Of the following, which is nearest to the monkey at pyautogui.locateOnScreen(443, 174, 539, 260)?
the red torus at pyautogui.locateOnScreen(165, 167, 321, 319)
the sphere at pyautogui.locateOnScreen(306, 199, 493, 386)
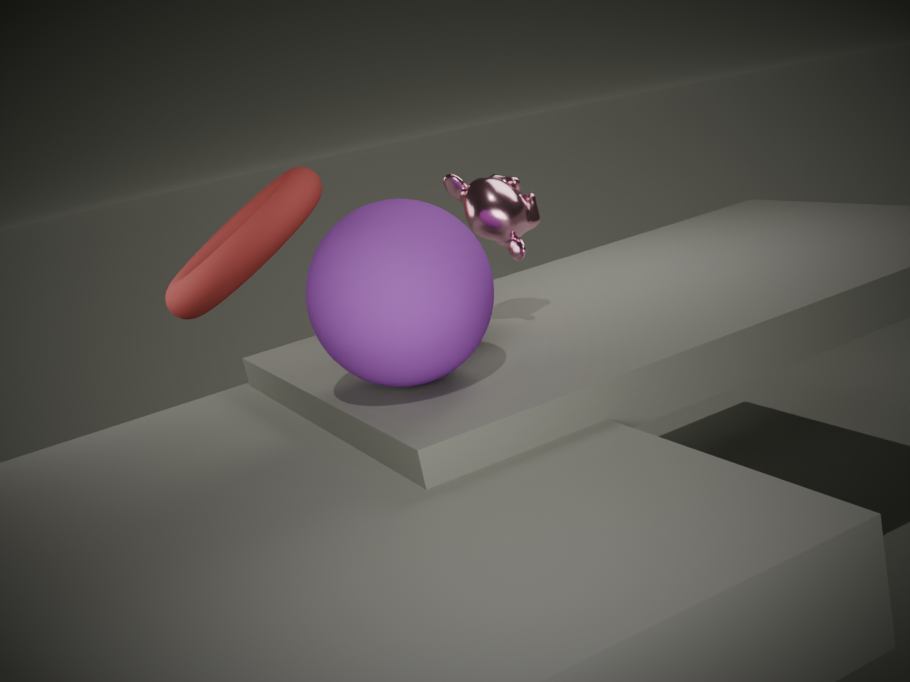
the sphere at pyautogui.locateOnScreen(306, 199, 493, 386)
